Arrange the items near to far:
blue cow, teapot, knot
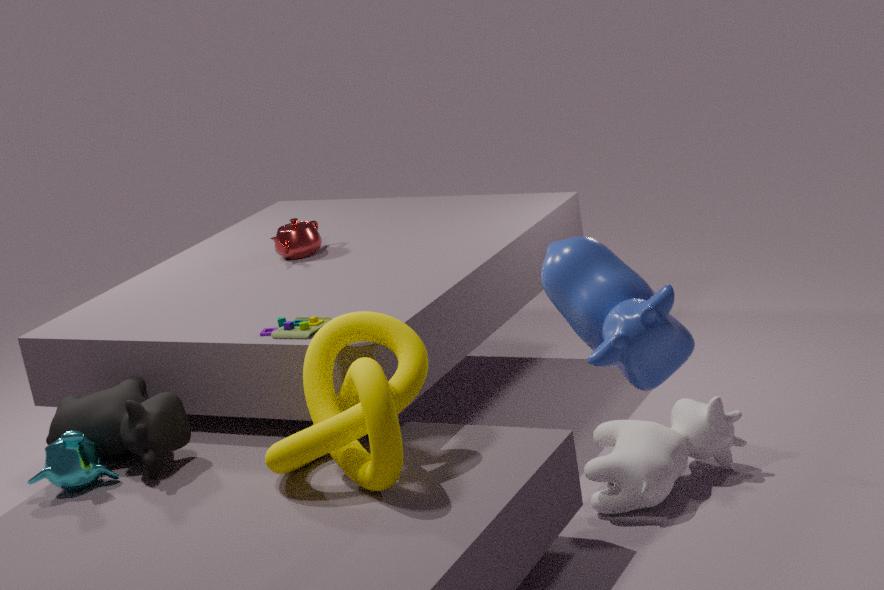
blue cow < knot < teapot
